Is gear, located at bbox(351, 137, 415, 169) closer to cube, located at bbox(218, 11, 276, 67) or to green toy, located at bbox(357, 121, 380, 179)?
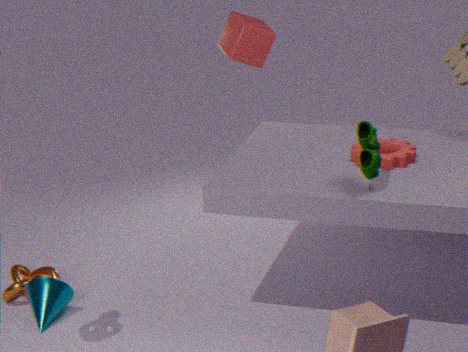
green toy, located at bbox(357, 121, 380, 179)
